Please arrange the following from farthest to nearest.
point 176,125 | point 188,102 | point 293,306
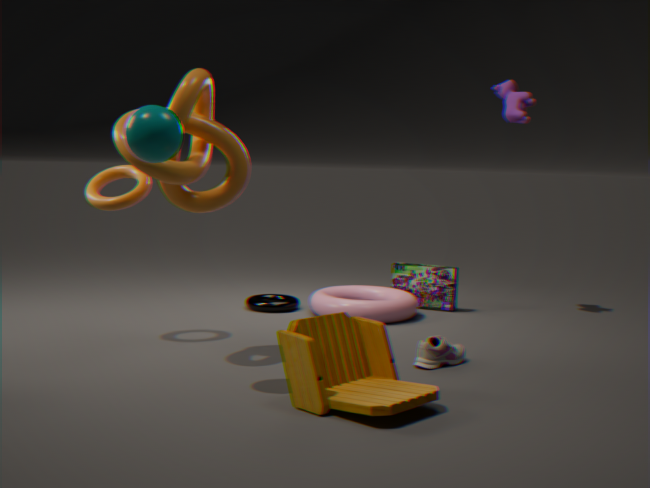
point 293,306 < point 188,102 < point 176,125
